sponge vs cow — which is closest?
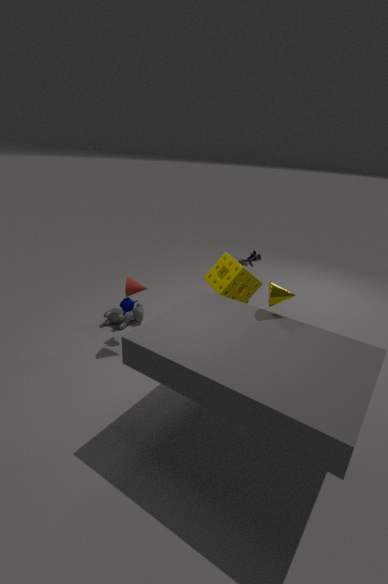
sponge
